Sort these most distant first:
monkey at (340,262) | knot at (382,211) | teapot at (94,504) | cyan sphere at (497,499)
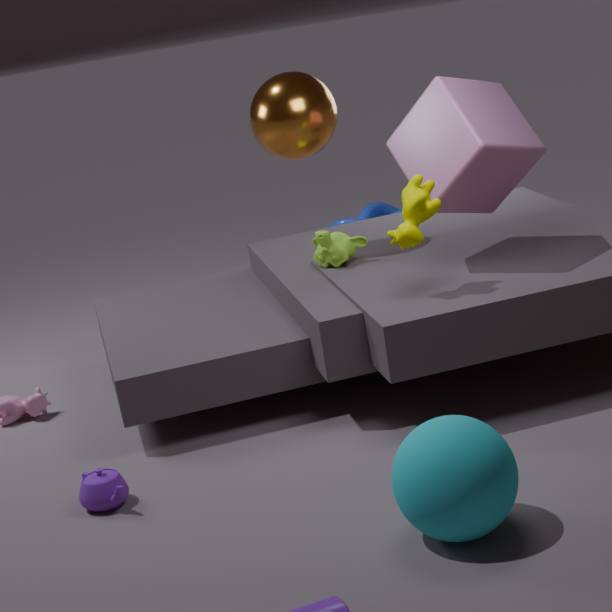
knot at (382,211)
monkey at (340,262)
teapot at (94,504)
cyan sphere at (497,499)
